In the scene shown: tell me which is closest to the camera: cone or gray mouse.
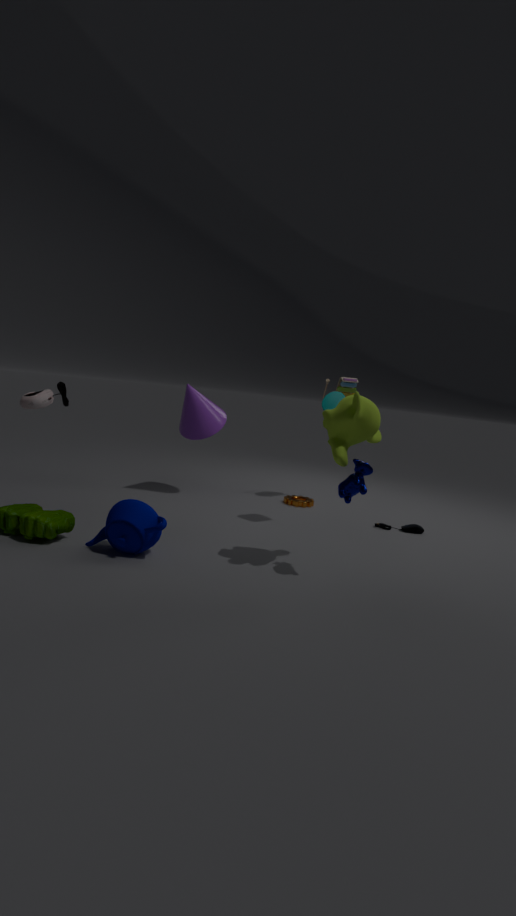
gray mouse
